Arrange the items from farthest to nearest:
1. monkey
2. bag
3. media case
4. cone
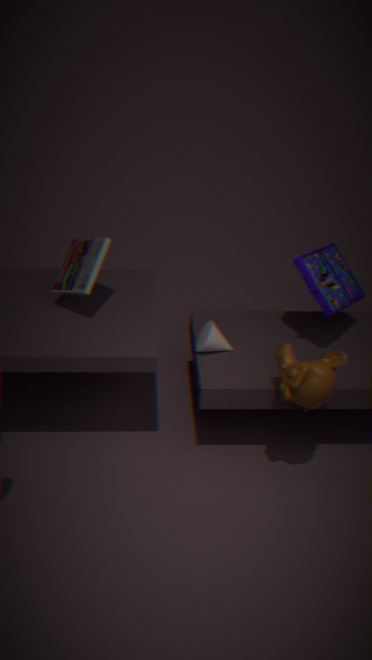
1. cone
2. bag
3. media case
4. monkey
